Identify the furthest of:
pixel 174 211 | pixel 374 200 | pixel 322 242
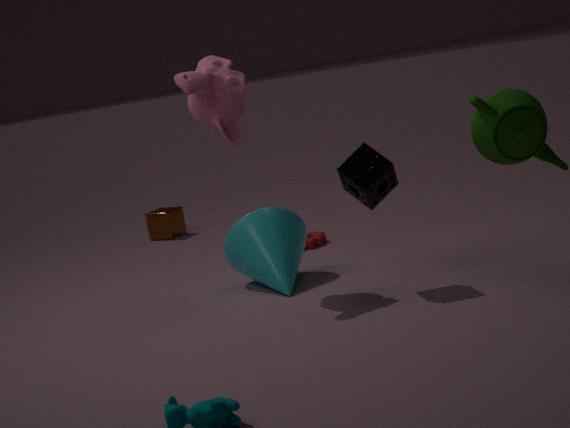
pixel 174 211
